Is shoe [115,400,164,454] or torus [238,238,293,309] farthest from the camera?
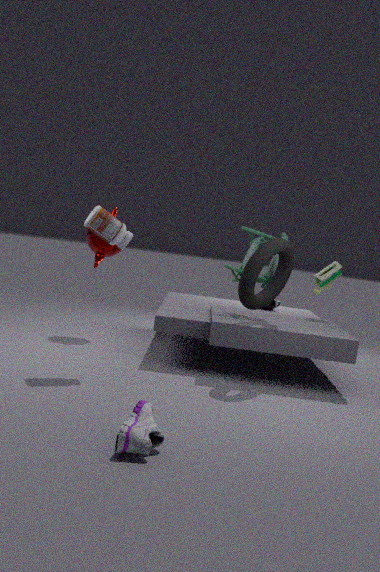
torus [238,238,293,309]
